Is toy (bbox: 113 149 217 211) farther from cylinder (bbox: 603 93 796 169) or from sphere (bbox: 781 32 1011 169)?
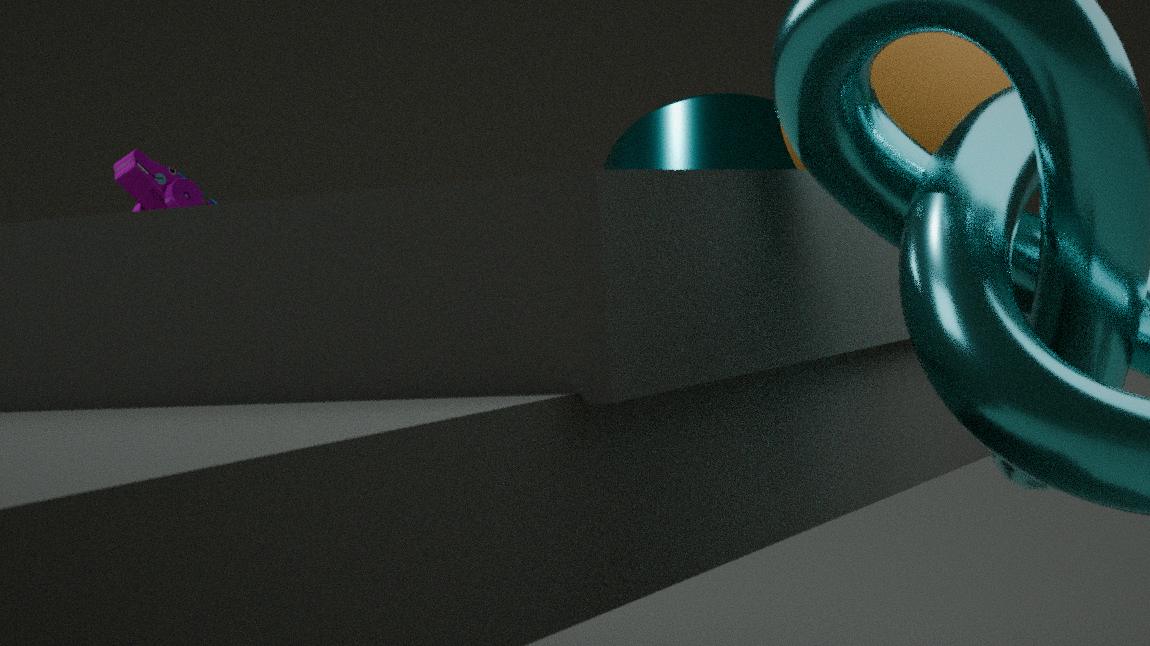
sphere (bbox: 781 32 1011 169)
